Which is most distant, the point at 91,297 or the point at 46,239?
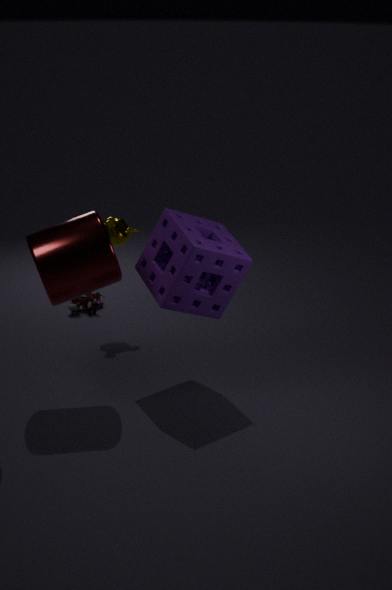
the point at 91,297
